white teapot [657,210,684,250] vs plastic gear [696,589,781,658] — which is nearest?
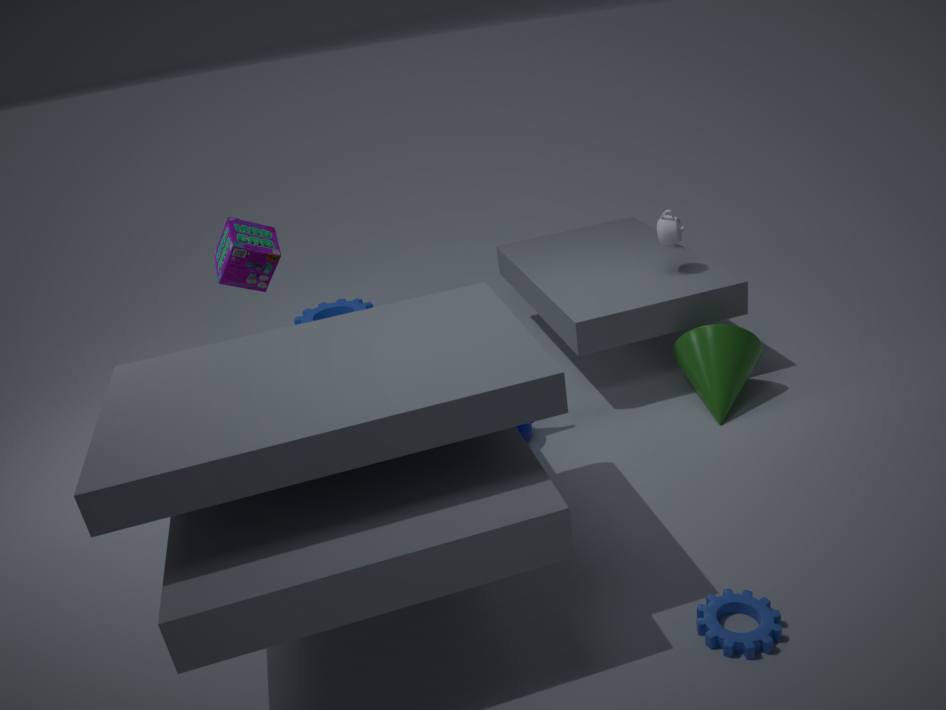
plastic gear [696,589,781,658]
